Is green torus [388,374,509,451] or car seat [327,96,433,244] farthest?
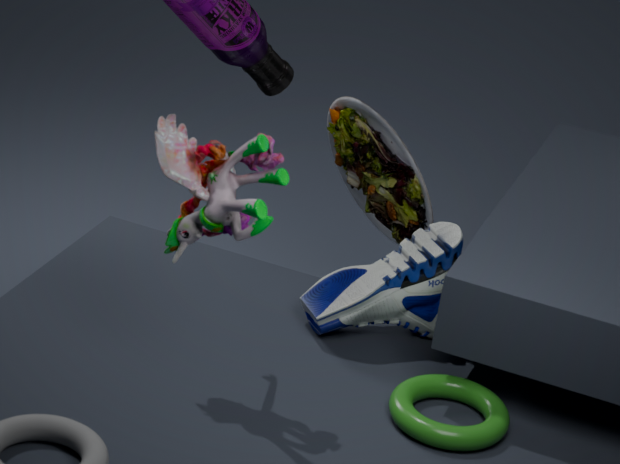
car seat [327,96,433,244]
